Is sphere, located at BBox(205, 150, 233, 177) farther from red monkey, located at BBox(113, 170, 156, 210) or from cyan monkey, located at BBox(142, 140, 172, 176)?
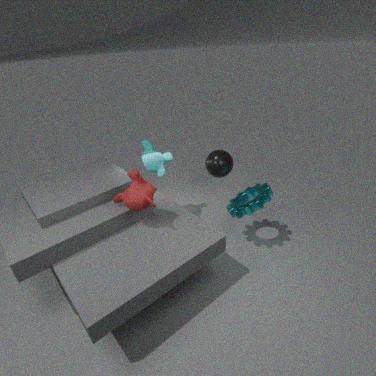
red monkey, located at BBox(113, 170, 156, 210)
